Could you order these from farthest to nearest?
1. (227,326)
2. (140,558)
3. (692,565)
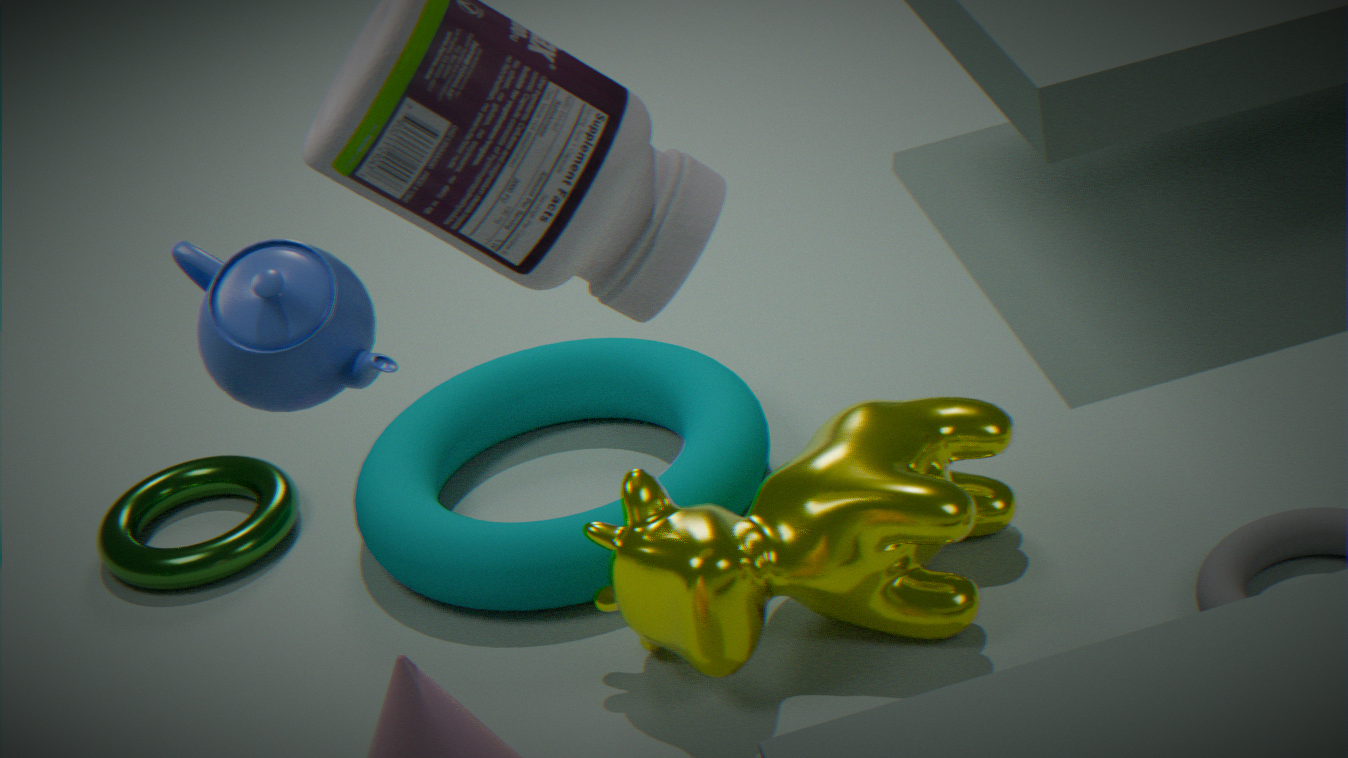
(140,558), (692,565), (227,326)
